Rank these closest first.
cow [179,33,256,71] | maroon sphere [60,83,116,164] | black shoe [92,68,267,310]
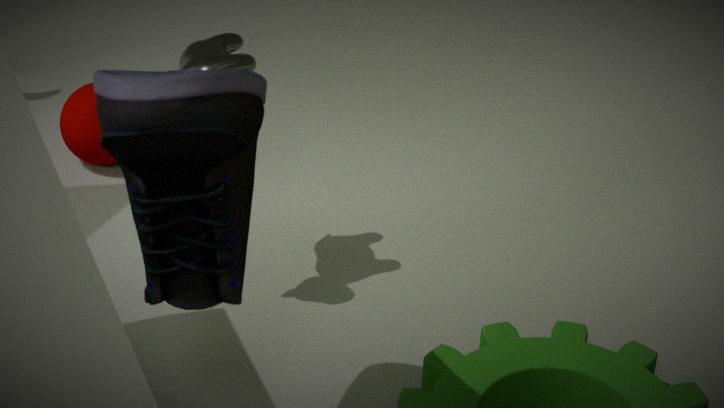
black shoe [92,68,267,310], cow [179,33,256,71], maroon sphere [60,83,116,164]
